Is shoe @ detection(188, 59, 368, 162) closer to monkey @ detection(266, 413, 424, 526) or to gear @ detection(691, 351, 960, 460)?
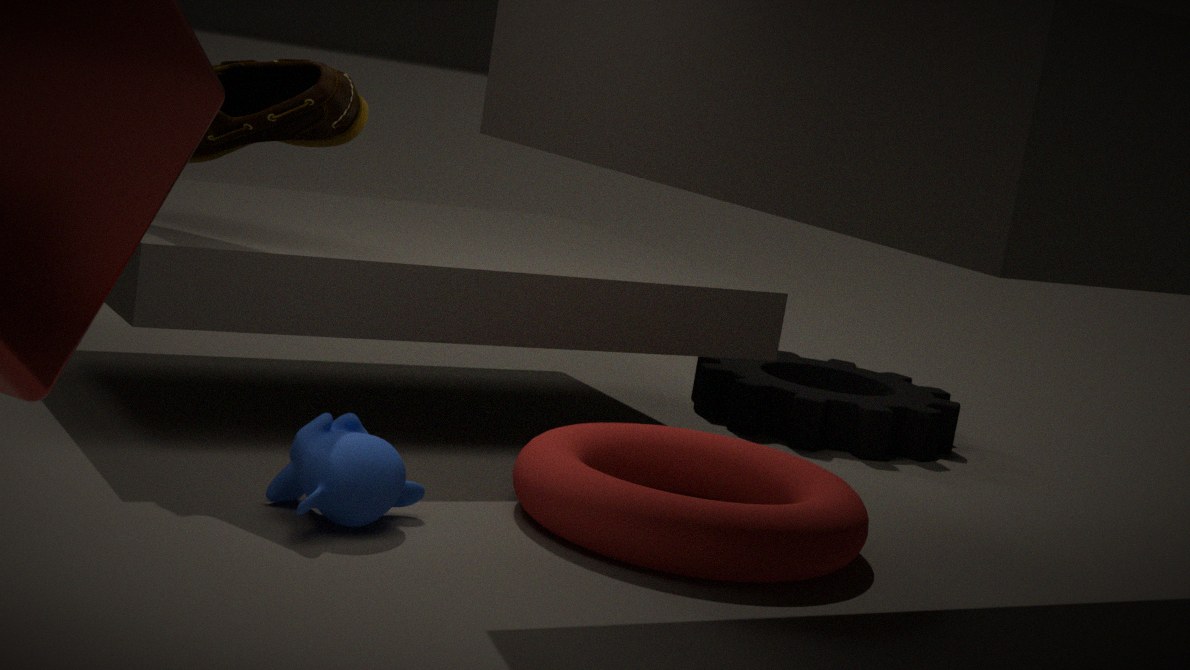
monkey @ detection(266, 413, 424, 526)
